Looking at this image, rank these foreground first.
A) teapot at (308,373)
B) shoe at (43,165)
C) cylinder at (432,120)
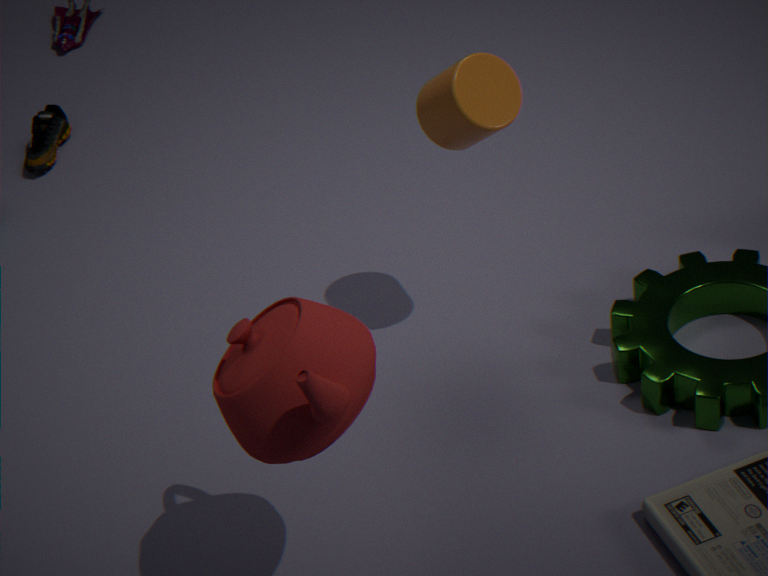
teapot at (308,373) < cylinder at (432,120) < shoe at (43,165)
